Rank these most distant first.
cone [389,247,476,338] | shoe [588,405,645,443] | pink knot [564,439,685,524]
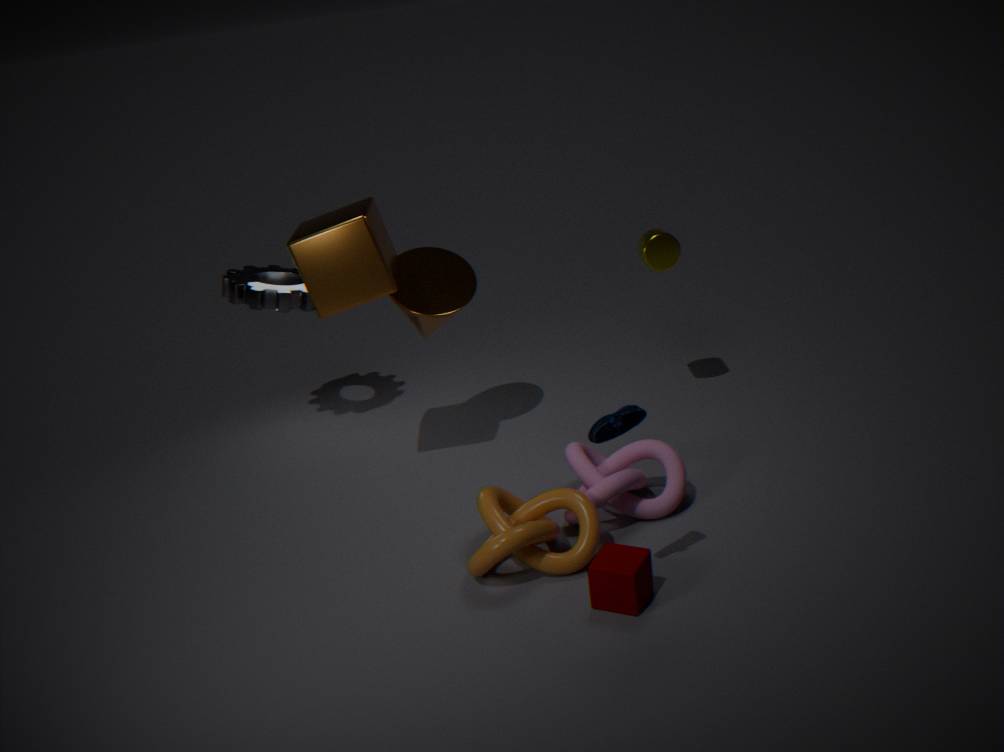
cone [389,247,476,338] → pink knot [564,439,685,524] → shoe [588,405,645,443]
